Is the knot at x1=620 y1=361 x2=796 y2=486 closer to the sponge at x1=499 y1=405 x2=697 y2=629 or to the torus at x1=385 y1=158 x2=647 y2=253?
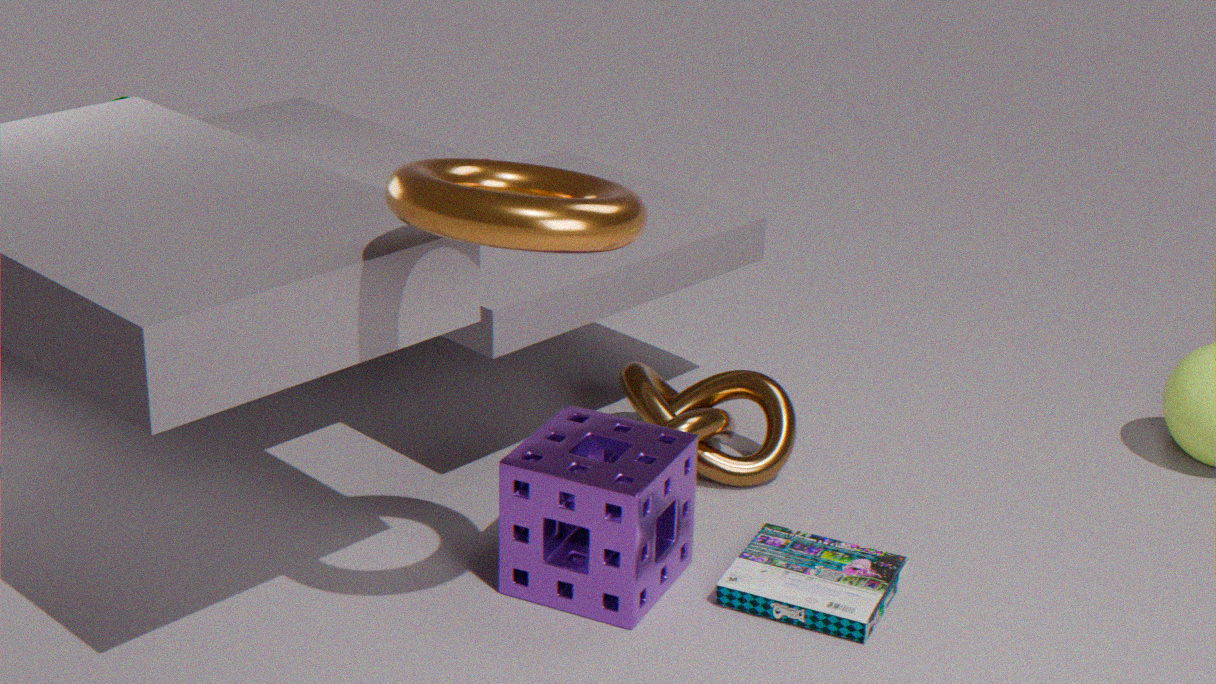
the sponge at x1=499 y1=405 x2=697 y2=629
